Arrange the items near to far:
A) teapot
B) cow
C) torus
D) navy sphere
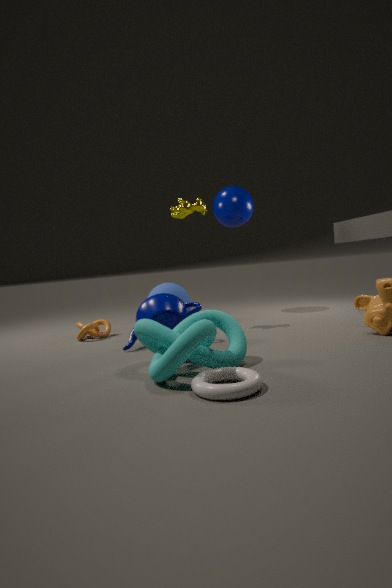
torus
teapot
cow
navy sphere
